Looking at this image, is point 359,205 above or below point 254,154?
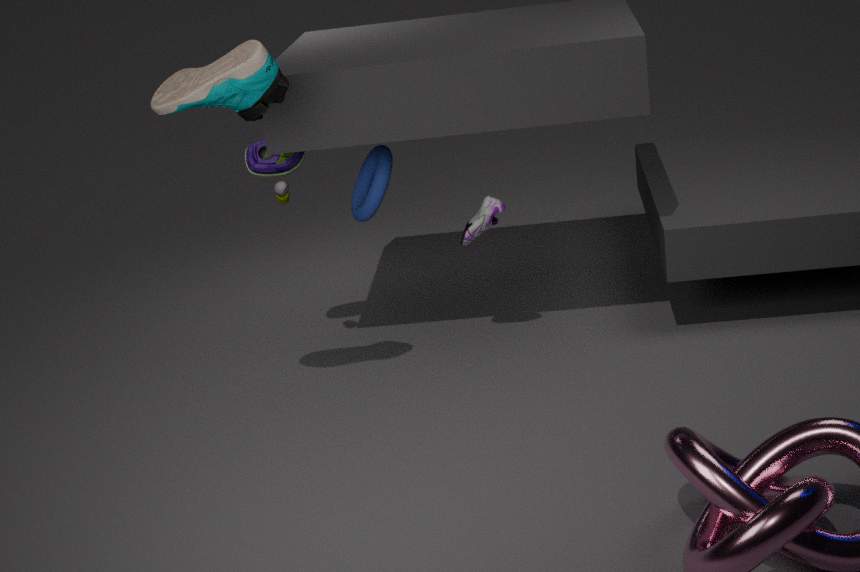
below
